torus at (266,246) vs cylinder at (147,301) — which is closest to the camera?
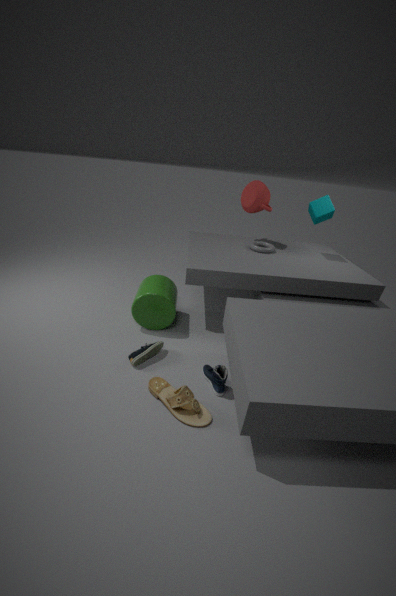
cylinder at (147,301)
